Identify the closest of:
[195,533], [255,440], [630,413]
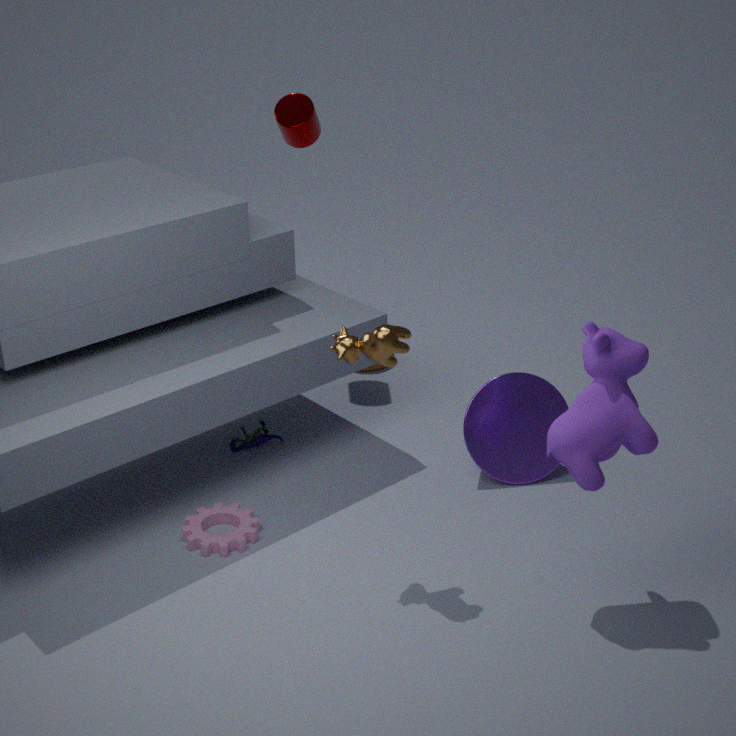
[630,413]
